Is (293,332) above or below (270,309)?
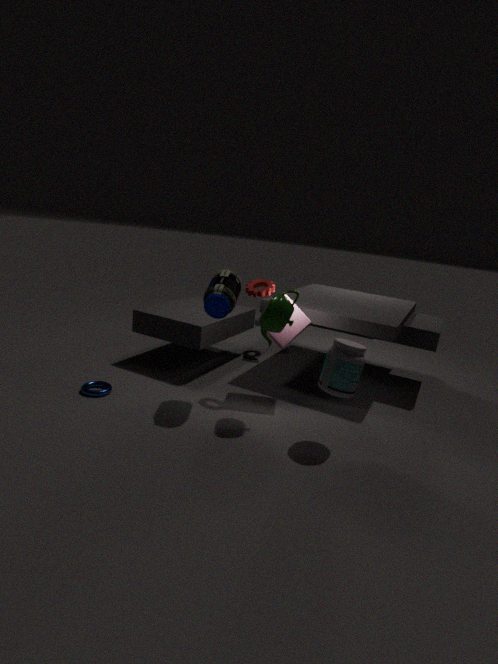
below
